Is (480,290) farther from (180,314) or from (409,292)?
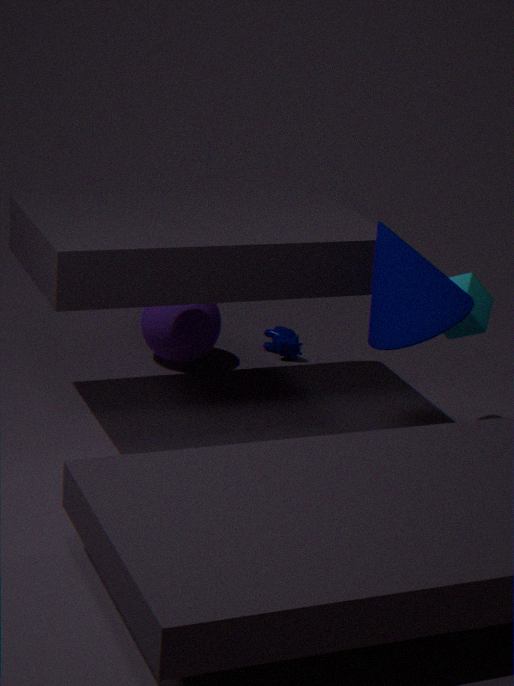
(180,314)
